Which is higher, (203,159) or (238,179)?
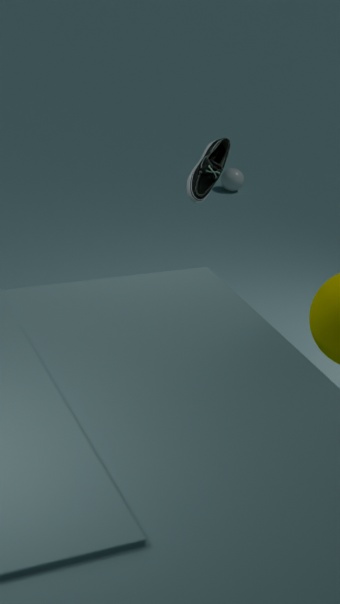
(203,159)
